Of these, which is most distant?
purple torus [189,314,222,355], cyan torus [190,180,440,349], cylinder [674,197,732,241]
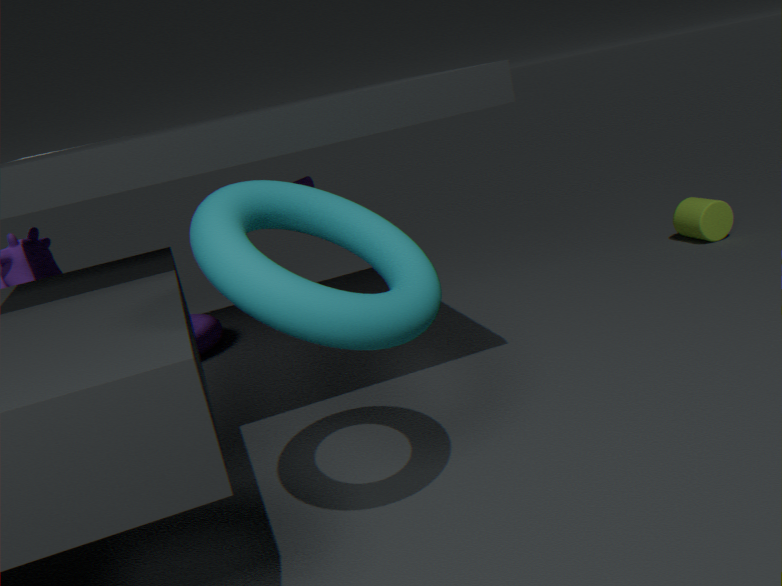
cylinder [674,197,732,241]
